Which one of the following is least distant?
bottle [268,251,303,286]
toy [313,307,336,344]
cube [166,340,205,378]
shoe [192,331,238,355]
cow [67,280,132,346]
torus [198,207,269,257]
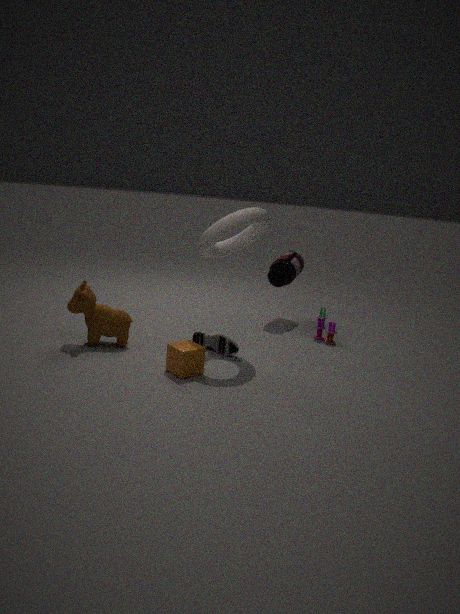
cube [166,340,205,378]
